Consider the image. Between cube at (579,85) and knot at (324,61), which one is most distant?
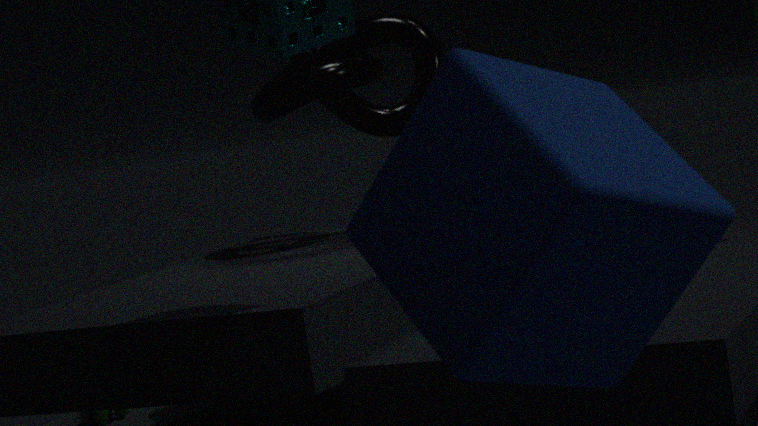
knot at (324,61)
